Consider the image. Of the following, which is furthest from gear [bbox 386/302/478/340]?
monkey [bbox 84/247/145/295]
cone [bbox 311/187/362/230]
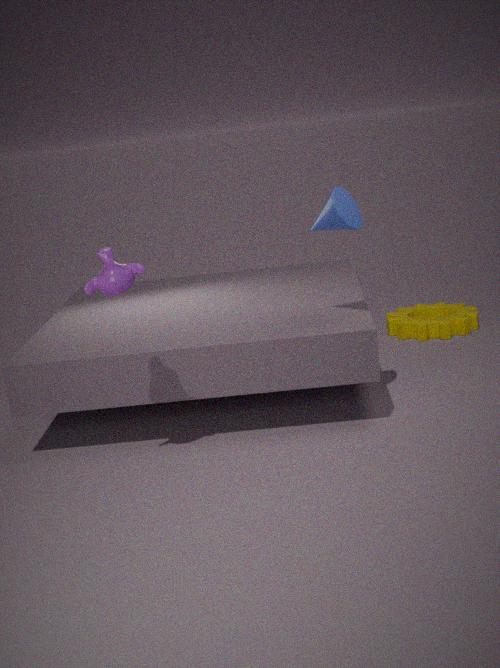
monkey [bbox 84/247/145/295]
